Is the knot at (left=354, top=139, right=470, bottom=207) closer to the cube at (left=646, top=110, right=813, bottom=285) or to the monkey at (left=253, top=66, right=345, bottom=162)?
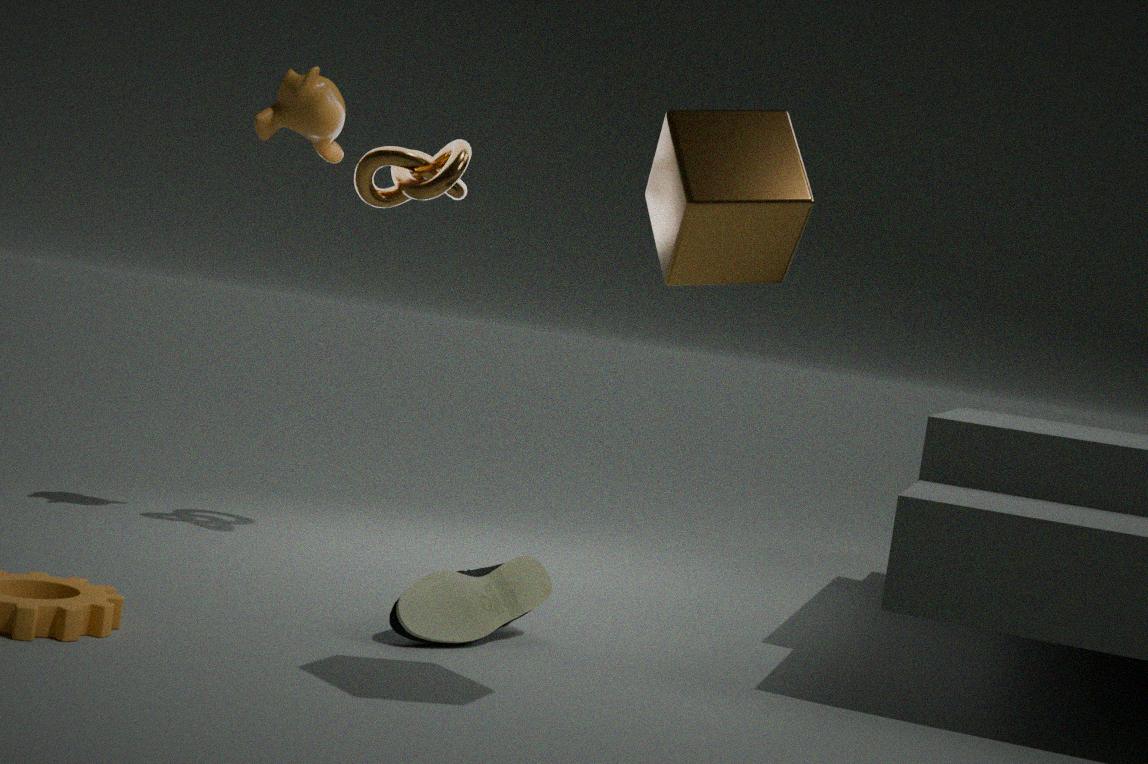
the monkey at (left=253, top=66, right=345, bottom=162)
